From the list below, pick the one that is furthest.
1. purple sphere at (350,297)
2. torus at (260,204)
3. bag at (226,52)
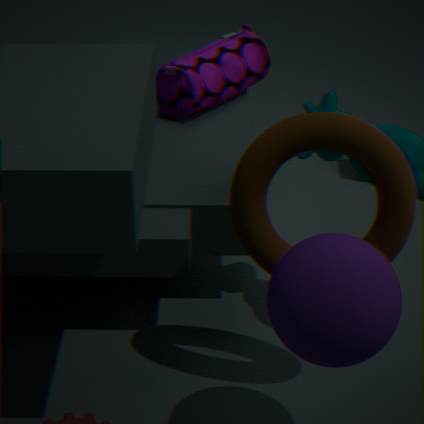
bag at (226,52)
